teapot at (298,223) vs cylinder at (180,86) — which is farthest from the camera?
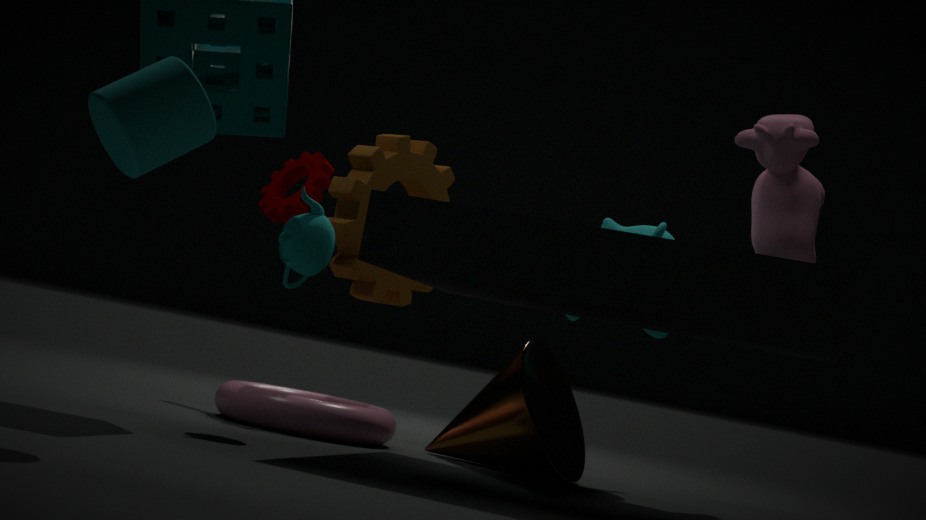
teapot at (298,223)
